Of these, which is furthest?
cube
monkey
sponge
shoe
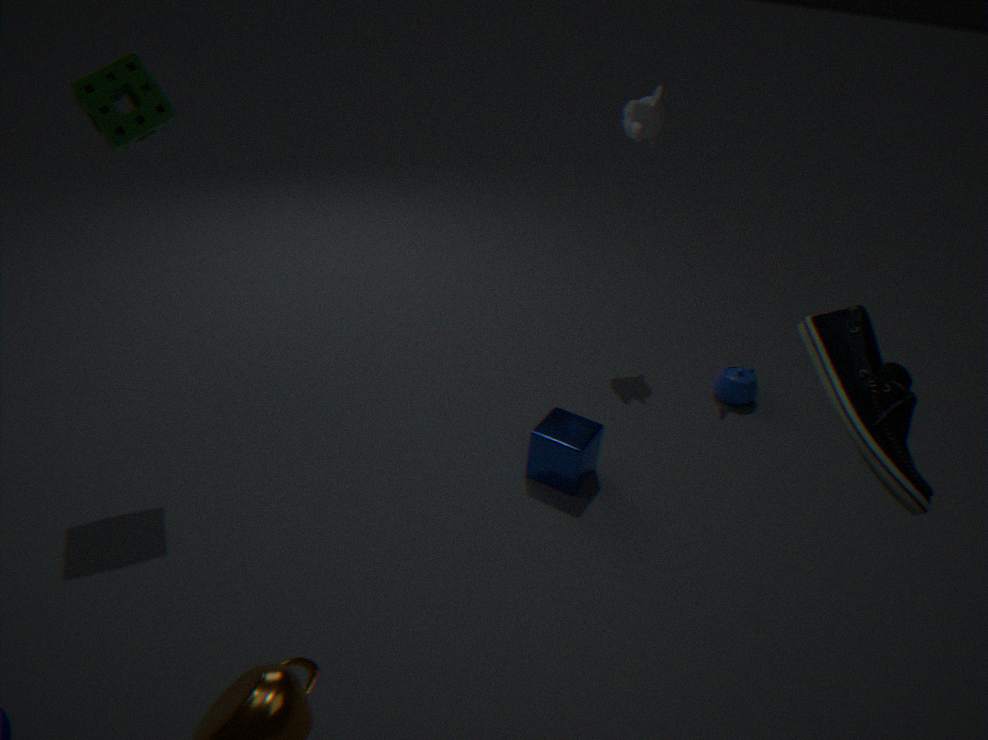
monkey
